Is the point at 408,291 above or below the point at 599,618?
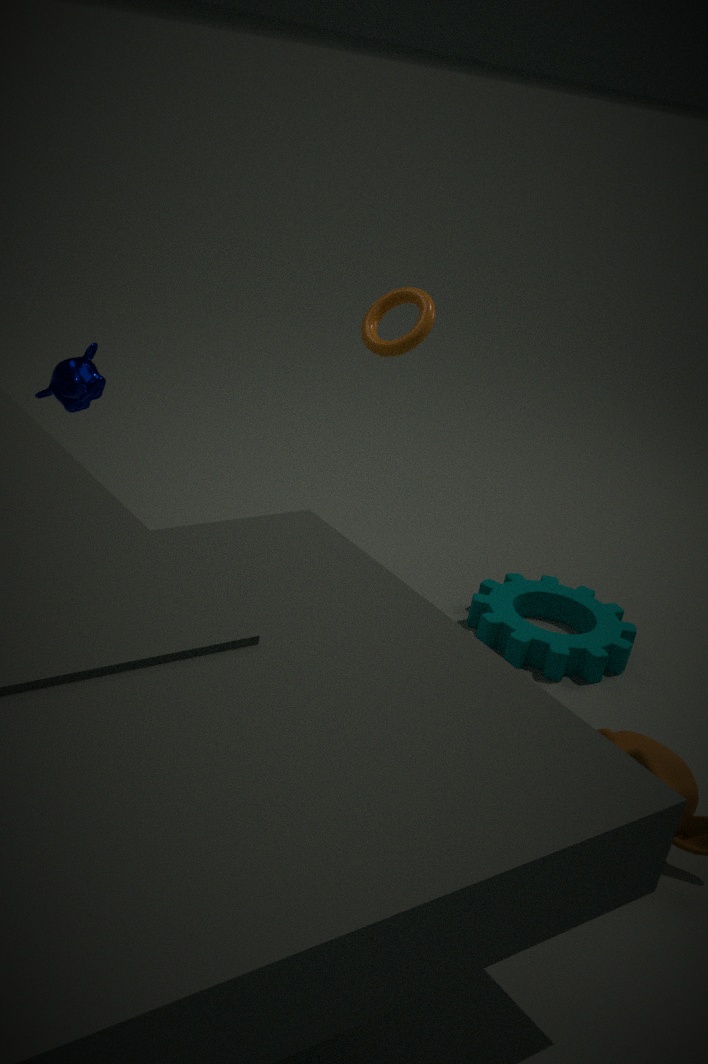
above
